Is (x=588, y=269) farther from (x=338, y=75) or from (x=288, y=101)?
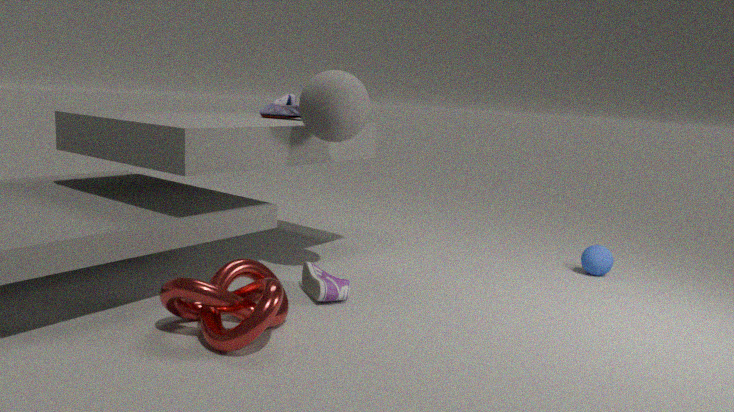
(x=288, y=101)
